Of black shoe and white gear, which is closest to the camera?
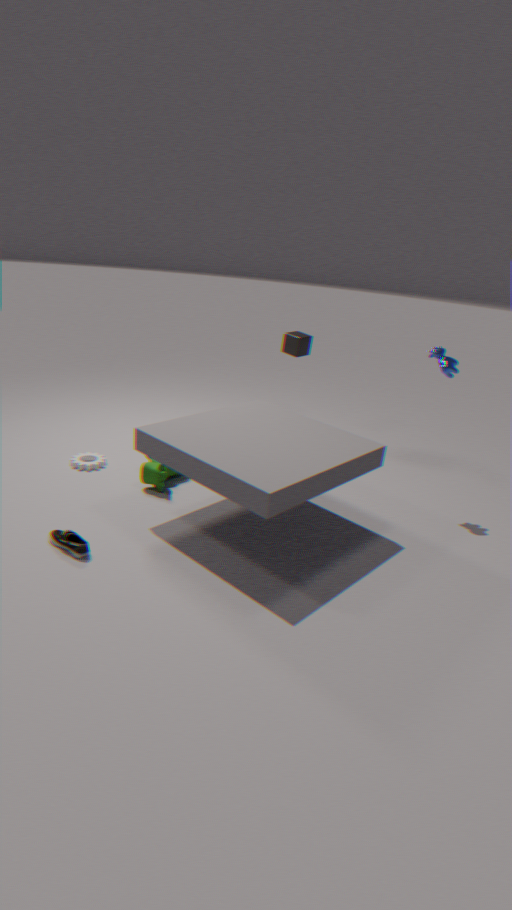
black shoe
